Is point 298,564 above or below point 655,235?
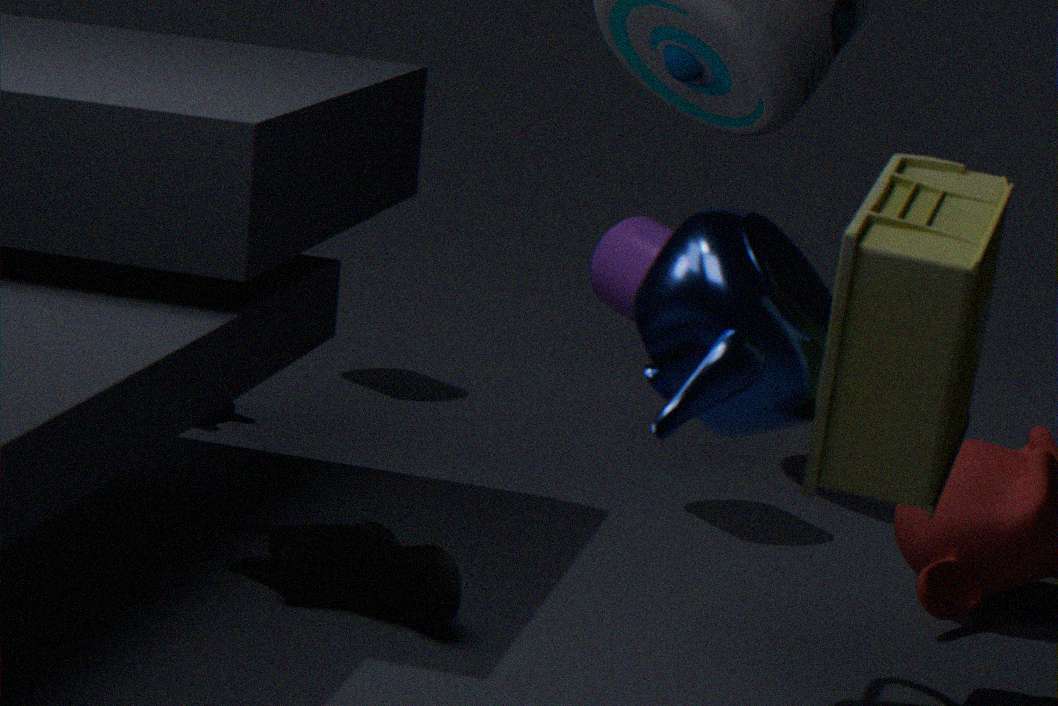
below
